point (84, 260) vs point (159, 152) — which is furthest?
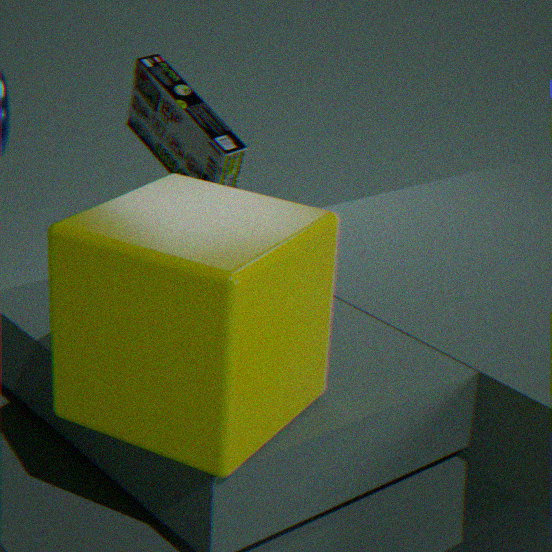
point (159, 152)
